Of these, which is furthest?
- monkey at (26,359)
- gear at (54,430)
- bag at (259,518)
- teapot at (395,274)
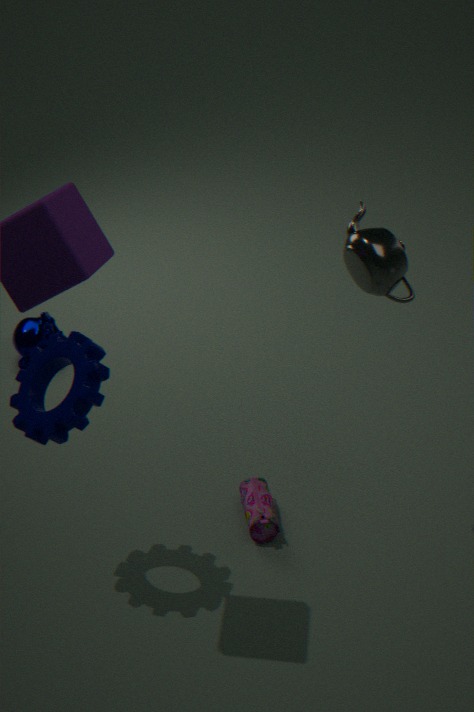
monkey at (26,359)
